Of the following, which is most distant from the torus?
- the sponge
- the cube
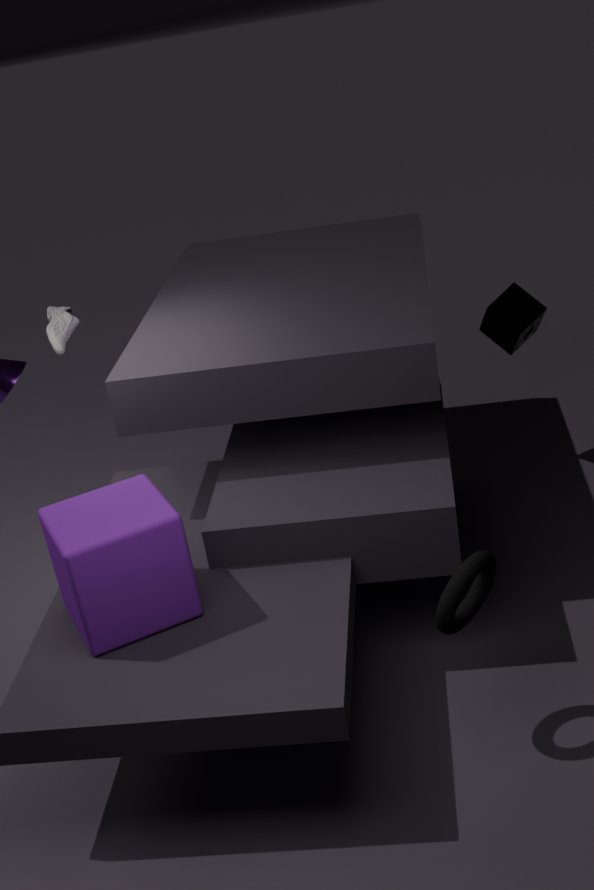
the sponge
